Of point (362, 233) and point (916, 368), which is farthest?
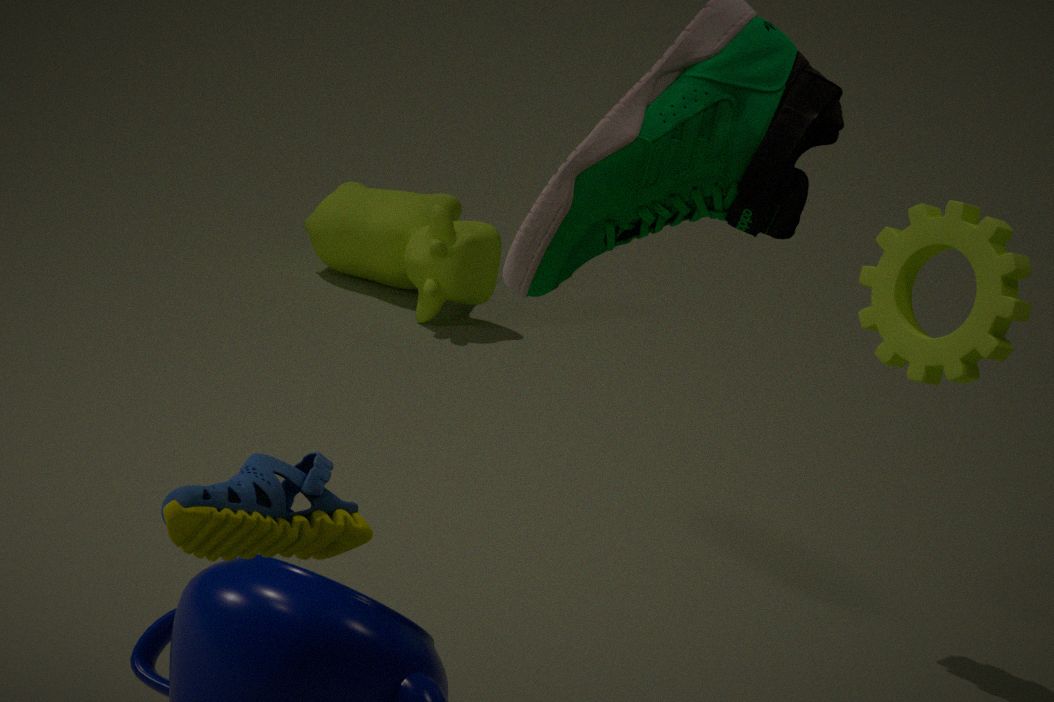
point (362, 233)
